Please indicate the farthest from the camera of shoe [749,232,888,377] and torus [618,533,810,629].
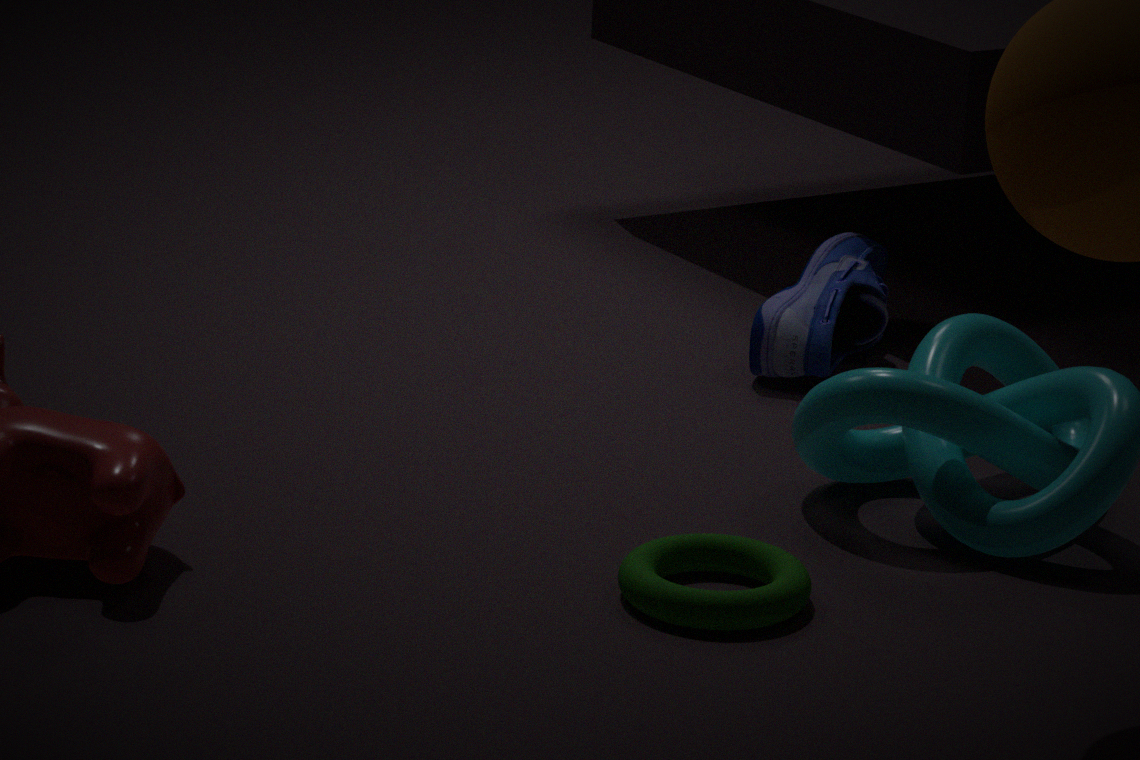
shoe [749,232,888,377]
